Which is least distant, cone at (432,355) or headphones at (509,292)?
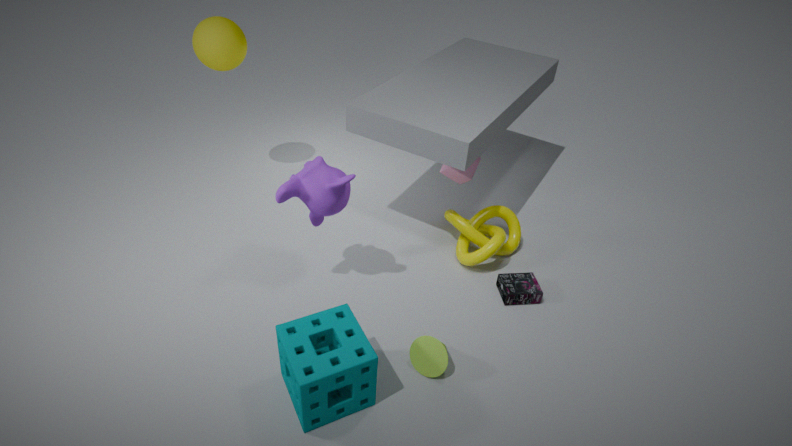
cone at (432,355)
